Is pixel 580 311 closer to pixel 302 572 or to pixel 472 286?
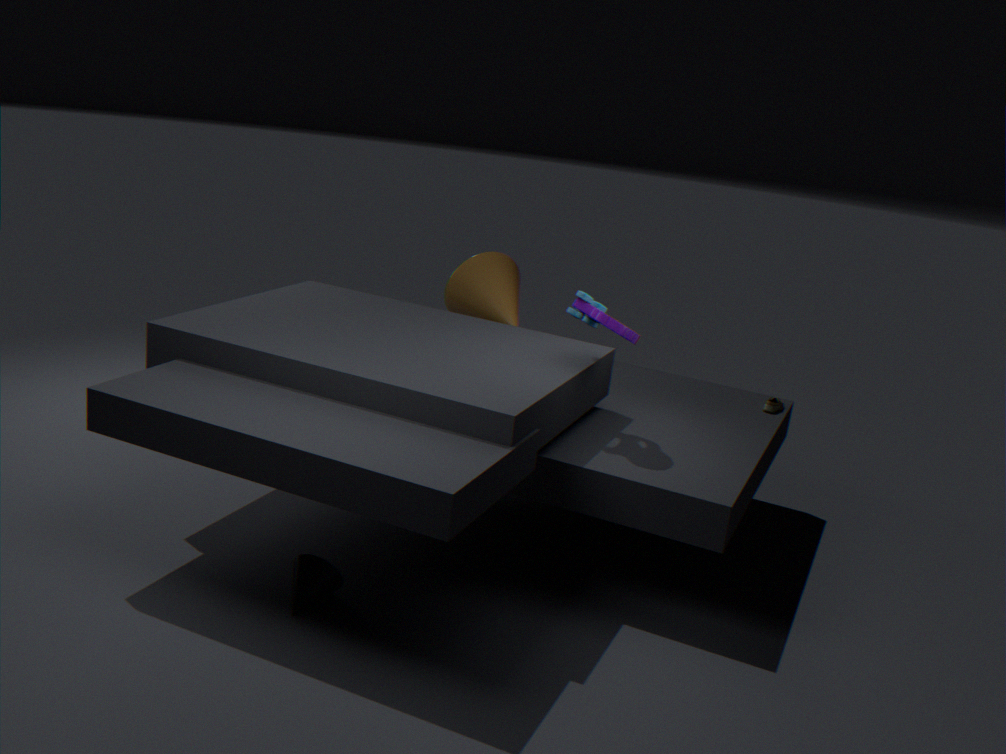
pixel 472 286
